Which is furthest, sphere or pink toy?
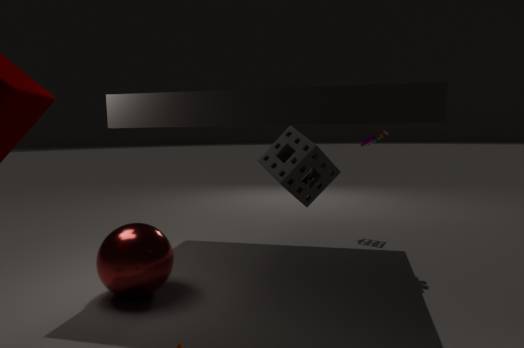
pink toy
